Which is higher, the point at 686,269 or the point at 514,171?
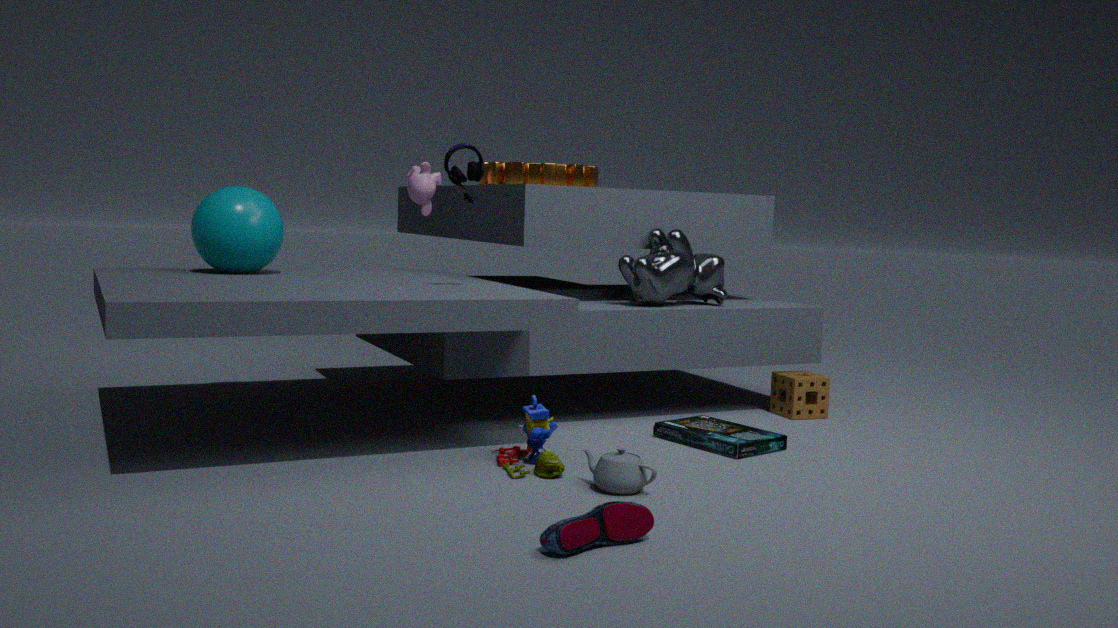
the point at 514,171
